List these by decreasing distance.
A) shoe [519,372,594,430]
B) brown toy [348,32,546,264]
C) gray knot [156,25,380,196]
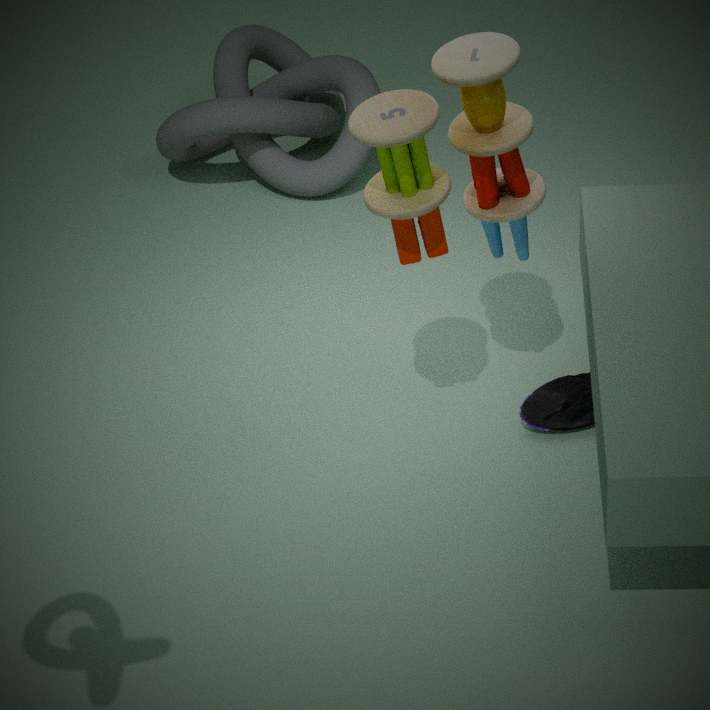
gray knot [156,25,380,196] < shoe [519,372,594,430] < brown toy [348,32,546,264]
